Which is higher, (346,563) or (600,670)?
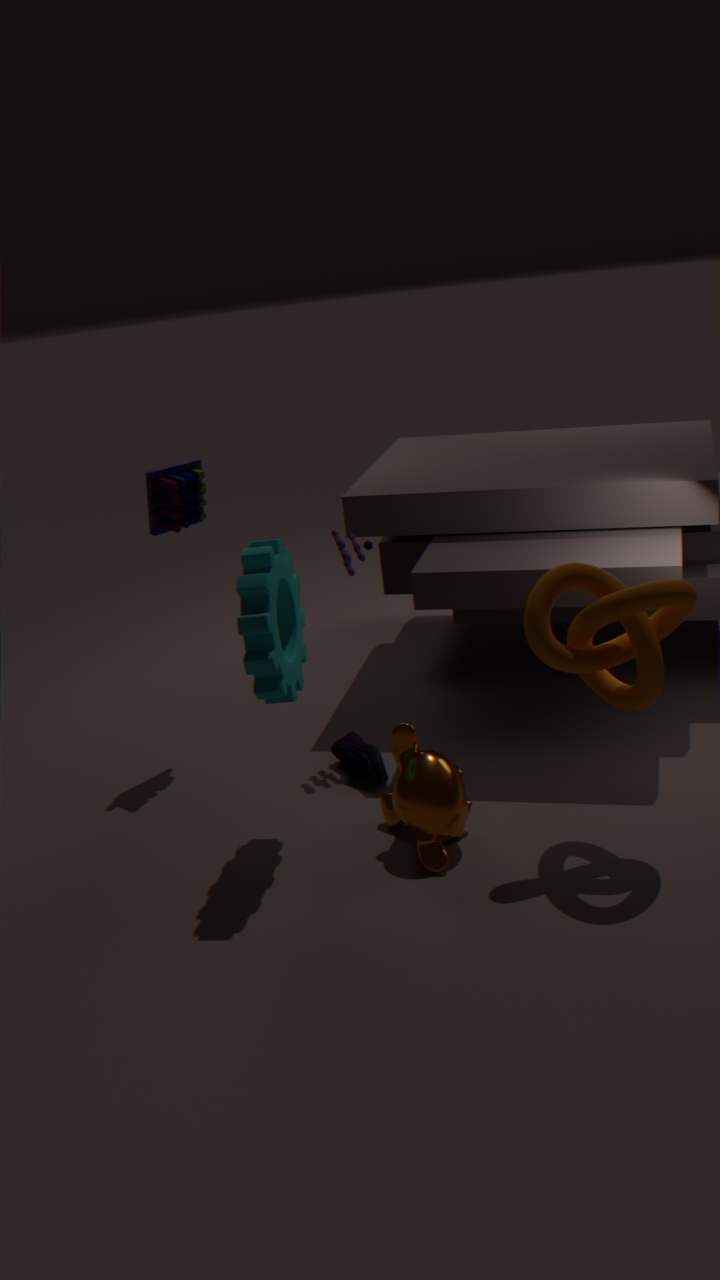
(346,563)
